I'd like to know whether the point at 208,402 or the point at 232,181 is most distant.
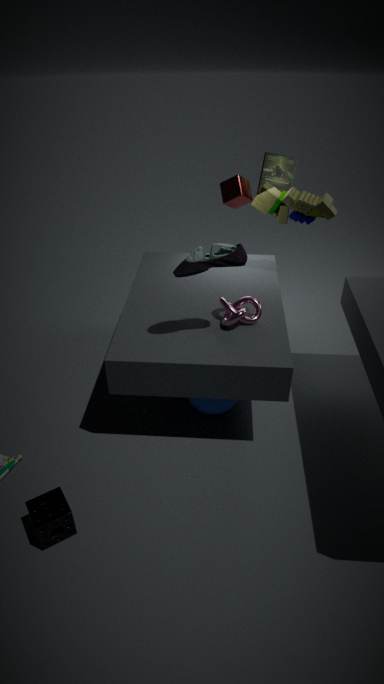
the point at 232,181
